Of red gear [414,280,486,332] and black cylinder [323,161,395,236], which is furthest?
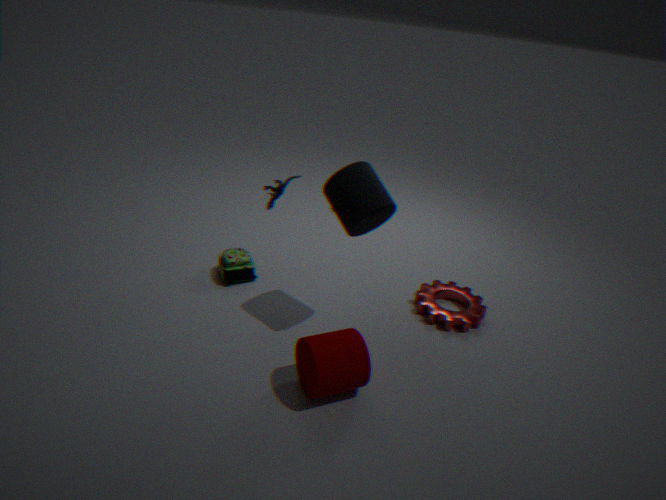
red gear [414,280,486,332]
